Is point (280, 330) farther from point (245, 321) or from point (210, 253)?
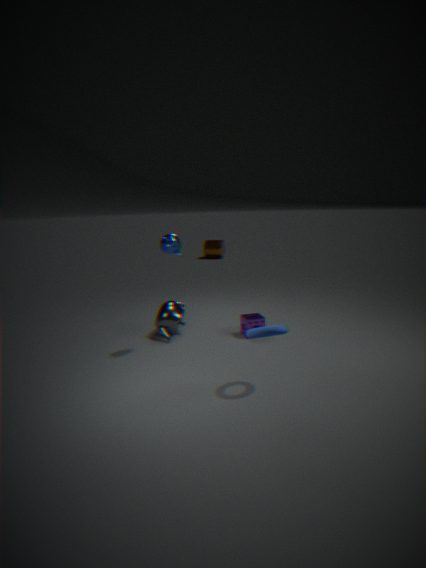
point (210, 253)
